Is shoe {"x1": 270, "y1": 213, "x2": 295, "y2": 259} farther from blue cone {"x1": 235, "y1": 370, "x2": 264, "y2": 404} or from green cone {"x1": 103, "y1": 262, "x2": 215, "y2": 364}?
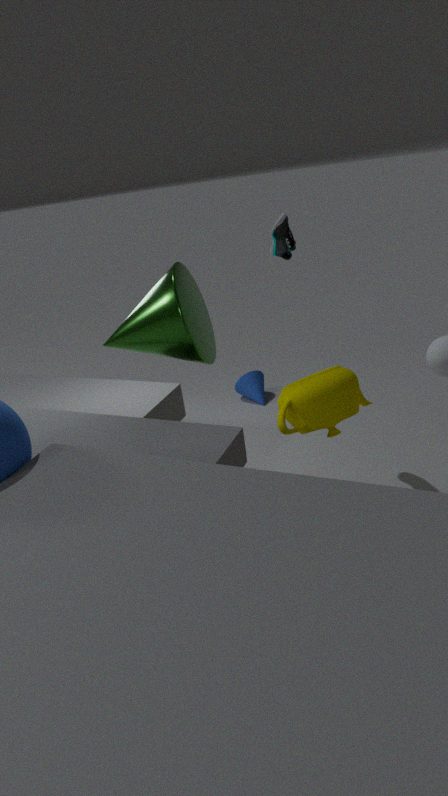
blue cone {"x1": 235, "y1": 370, "x2": 264, "y2": 404}
